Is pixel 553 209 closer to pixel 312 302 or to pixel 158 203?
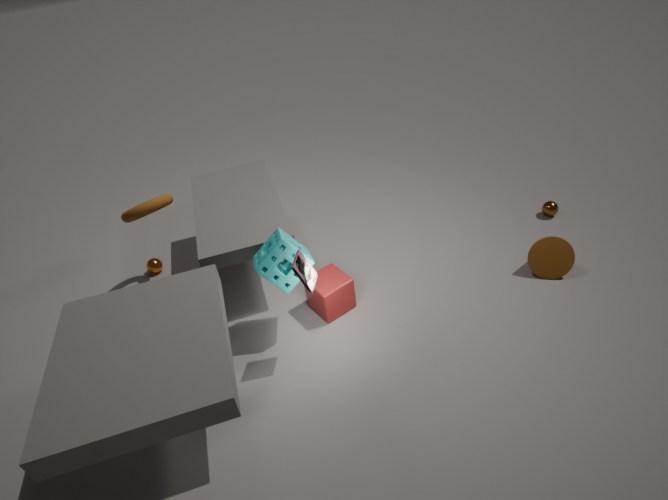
pixel 312 302
